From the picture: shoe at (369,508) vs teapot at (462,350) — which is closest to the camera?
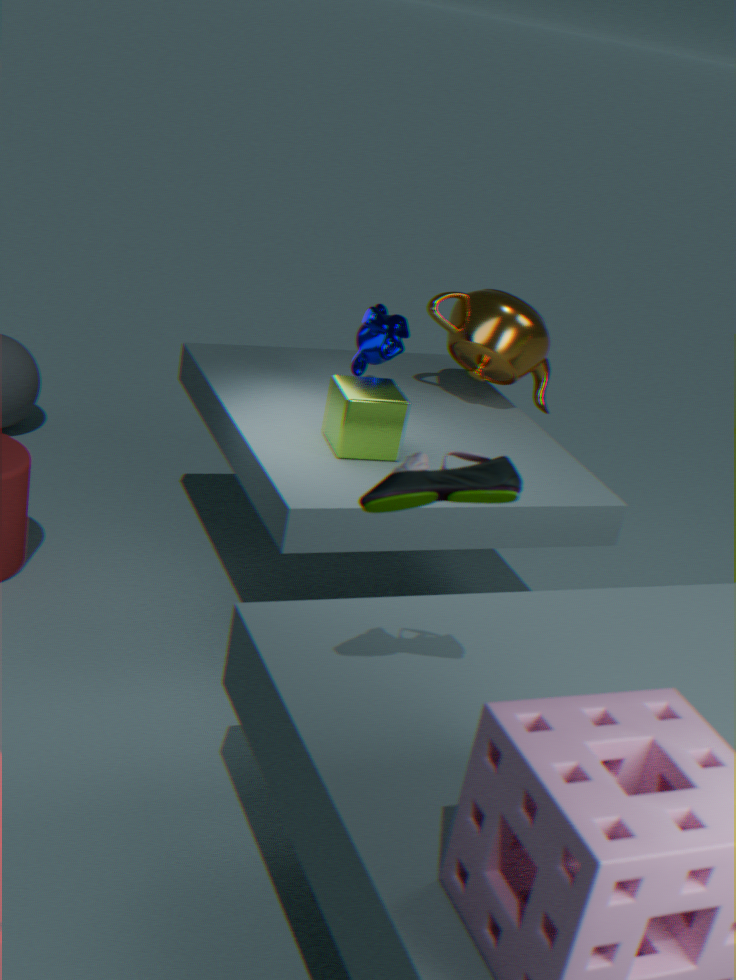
shoe at (369,508)
